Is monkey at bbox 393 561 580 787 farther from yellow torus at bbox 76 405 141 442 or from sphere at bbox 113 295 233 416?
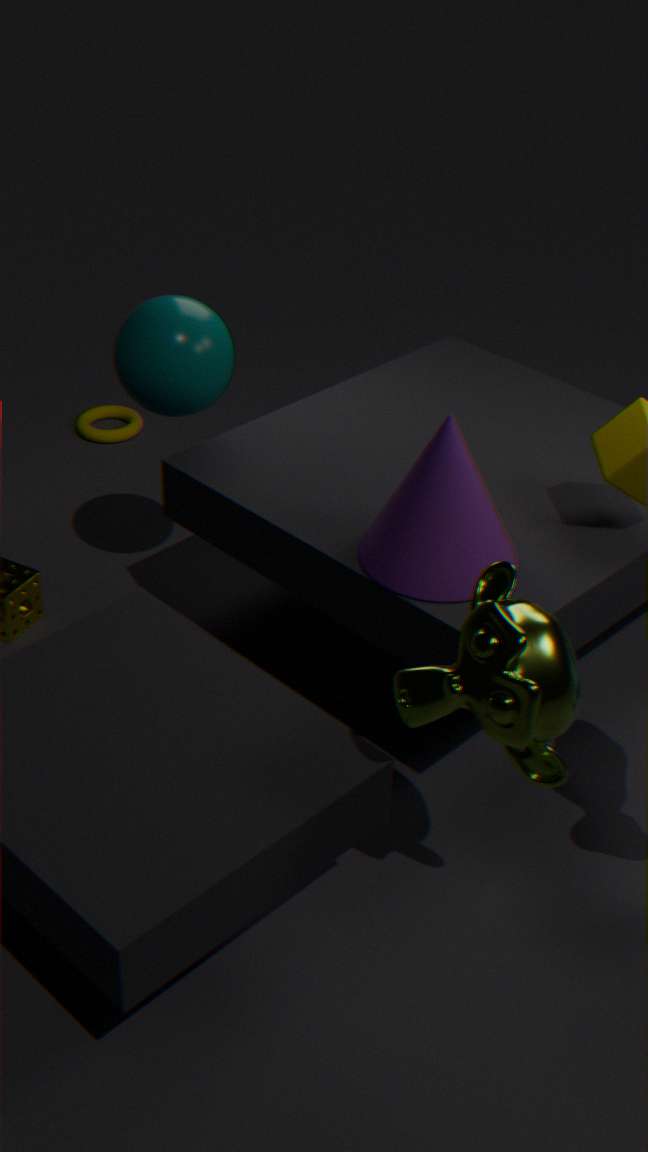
yellow torus at bbox 76 405 141 442
